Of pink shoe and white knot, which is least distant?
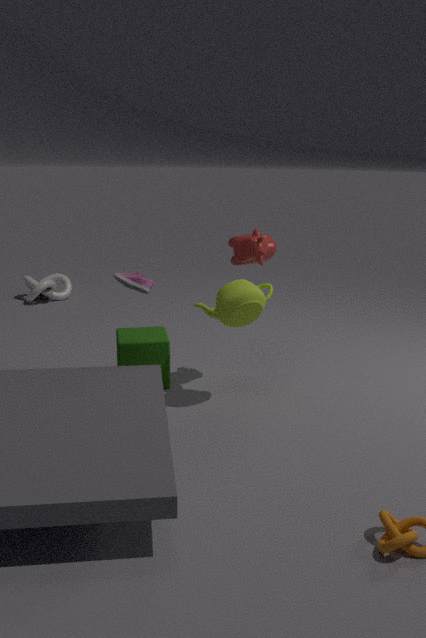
pink shoe
